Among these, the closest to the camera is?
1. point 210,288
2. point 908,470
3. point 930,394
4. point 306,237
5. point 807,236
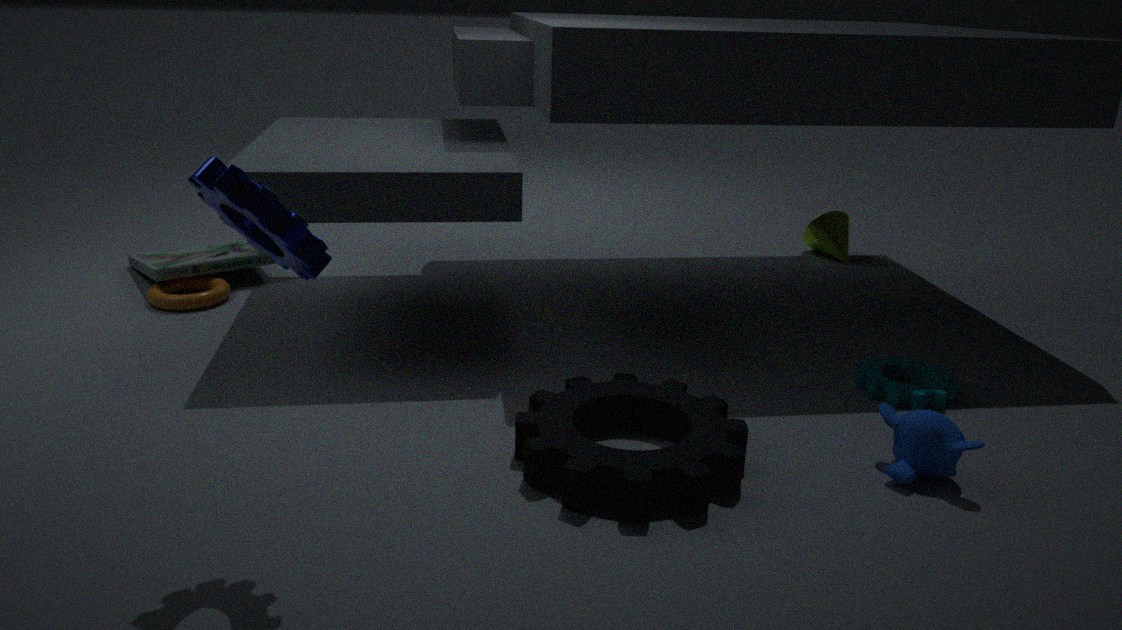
point 306,237
